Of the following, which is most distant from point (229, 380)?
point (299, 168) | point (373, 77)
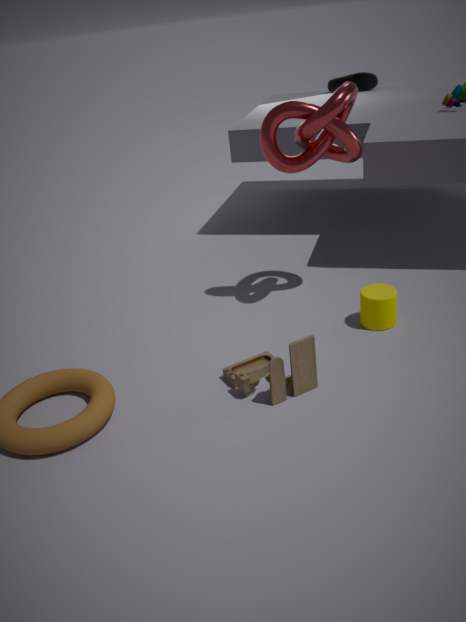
point (373, 77)
